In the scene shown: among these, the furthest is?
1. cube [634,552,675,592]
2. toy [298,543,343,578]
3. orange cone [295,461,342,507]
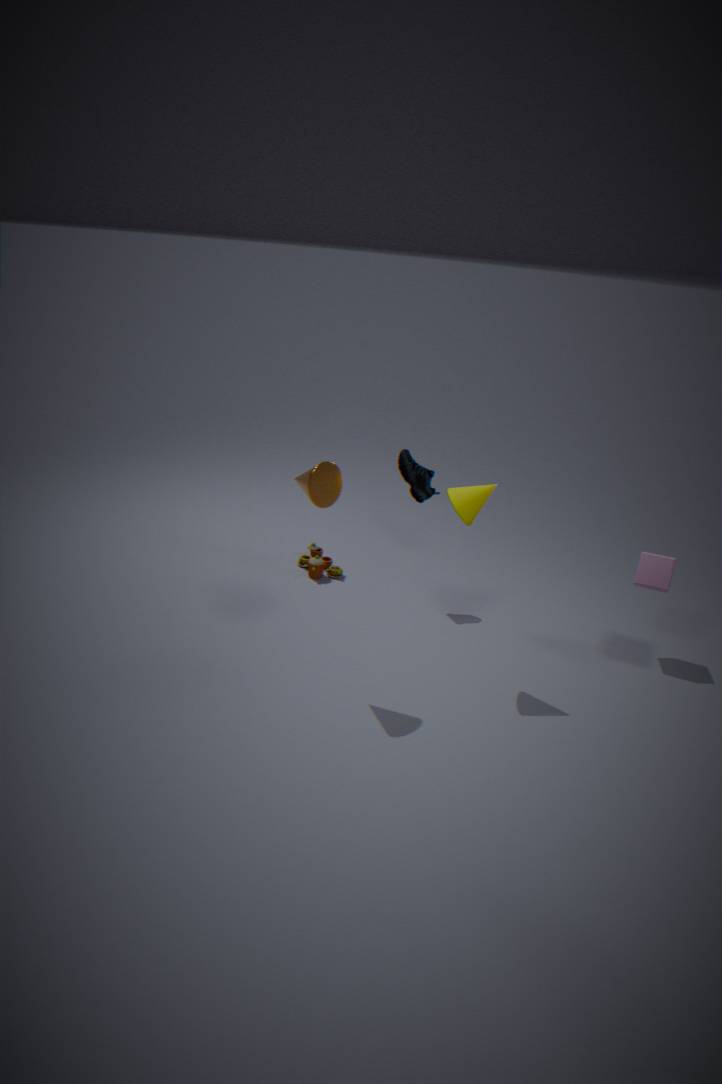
toy [298,543,343,578]
